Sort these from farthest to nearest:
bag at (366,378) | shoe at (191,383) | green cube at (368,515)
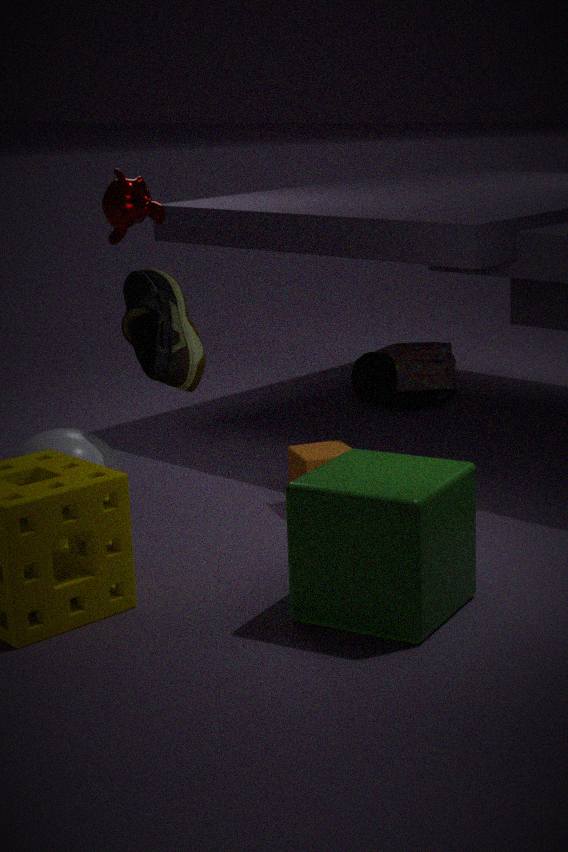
bag at (366,378)
shoe at (191,383)
green cube at (368,515)
